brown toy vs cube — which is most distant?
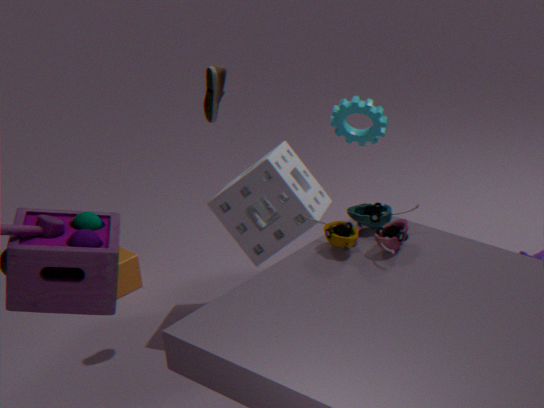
cube
